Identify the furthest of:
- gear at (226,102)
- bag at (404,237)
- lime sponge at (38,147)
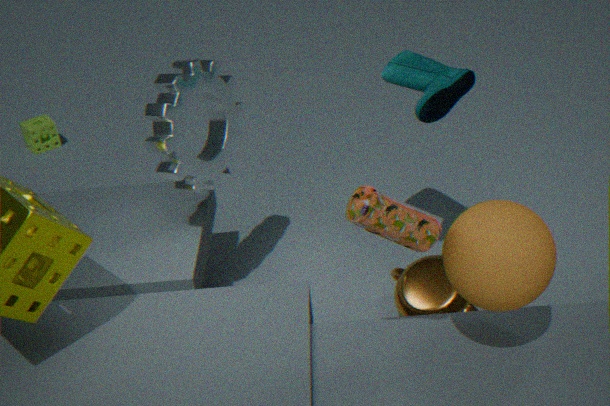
lime sponge at (38,147)
